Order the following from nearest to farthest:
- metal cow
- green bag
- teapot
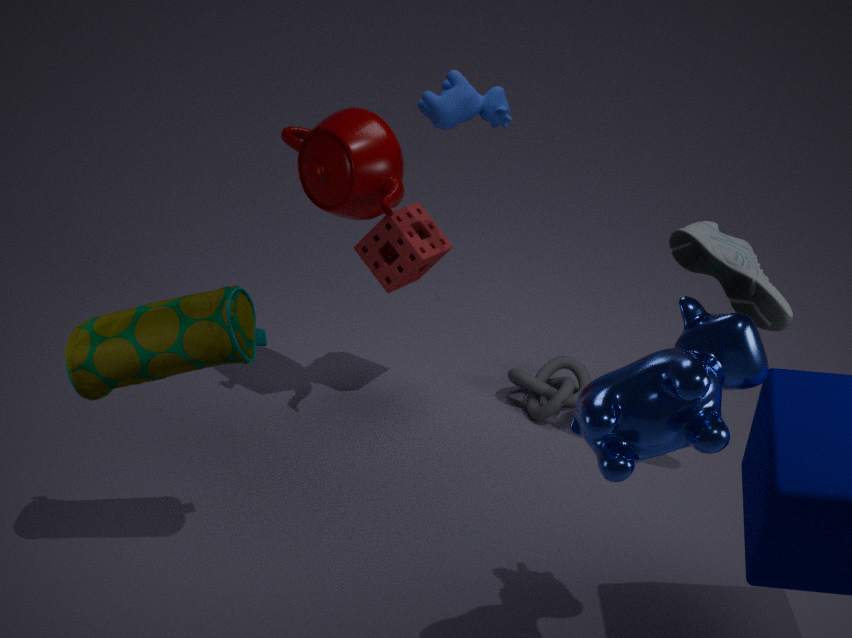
metal cow < green bag < teapot
